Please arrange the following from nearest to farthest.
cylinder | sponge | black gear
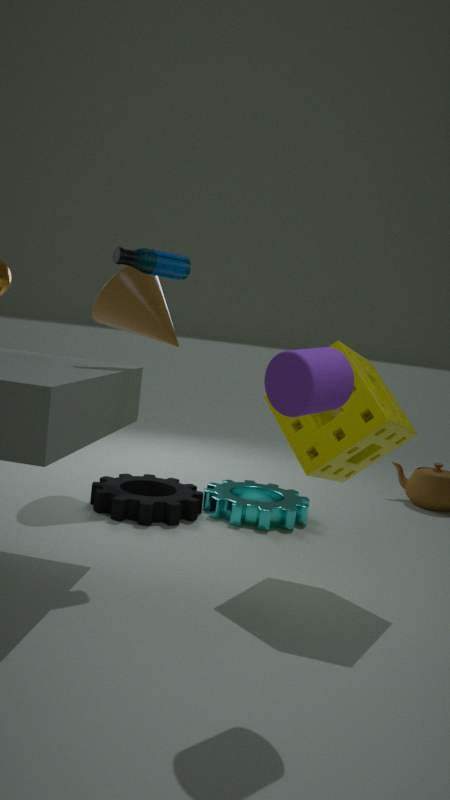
cylinder < sponge < black gear
